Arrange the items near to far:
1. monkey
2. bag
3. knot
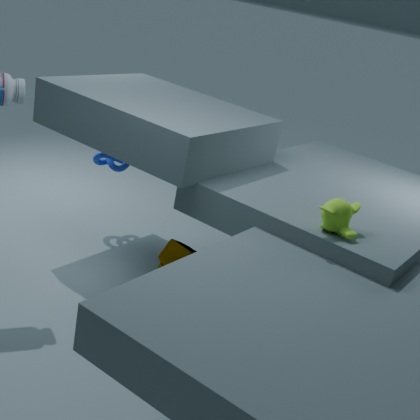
monkey < bag < knot
